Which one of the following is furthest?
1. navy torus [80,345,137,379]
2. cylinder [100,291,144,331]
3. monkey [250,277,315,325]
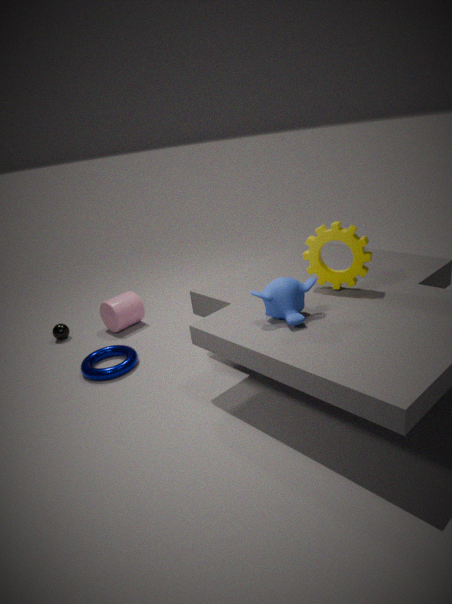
cylinder [100,291,144,331]
